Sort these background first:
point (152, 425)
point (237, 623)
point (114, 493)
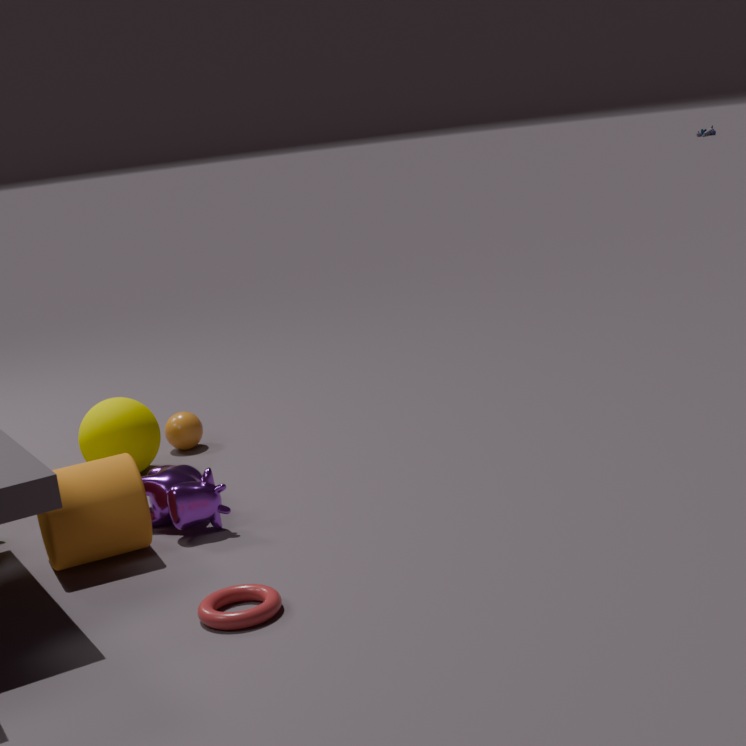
point (152, 425) → point (114, 493) → point (237, 623)
